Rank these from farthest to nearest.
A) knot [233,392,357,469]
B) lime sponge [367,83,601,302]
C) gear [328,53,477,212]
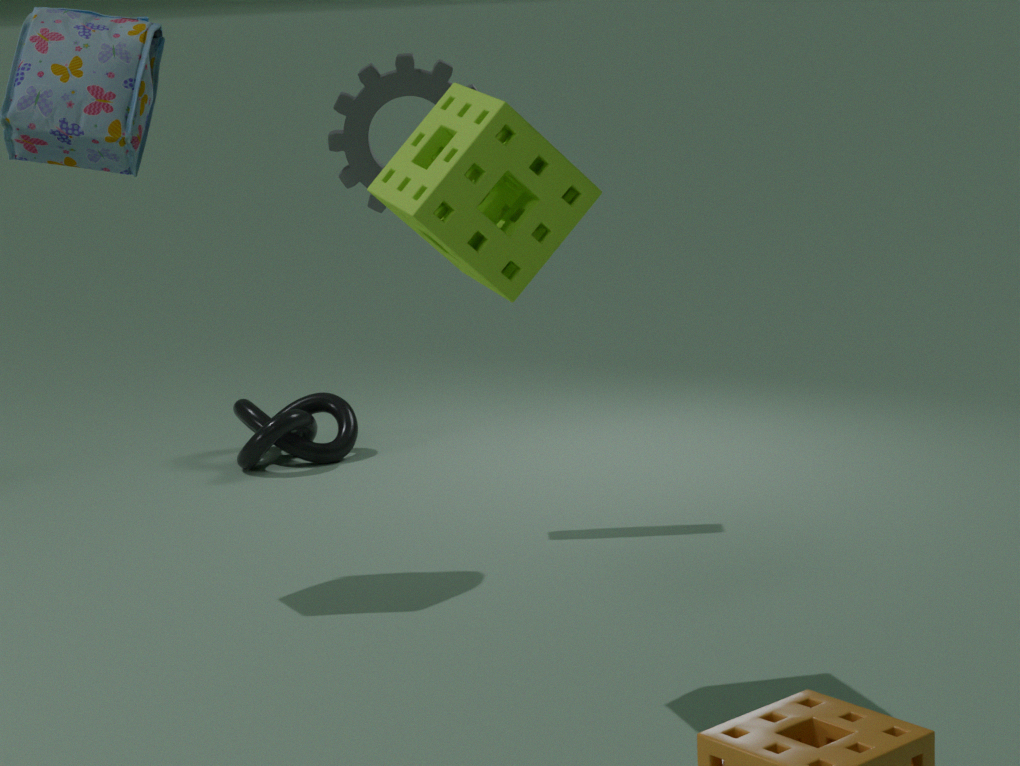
A. knot [233,392,357,469] < C. gear [328,53,477,212] < B. lime sponge [367,83,601,302]
